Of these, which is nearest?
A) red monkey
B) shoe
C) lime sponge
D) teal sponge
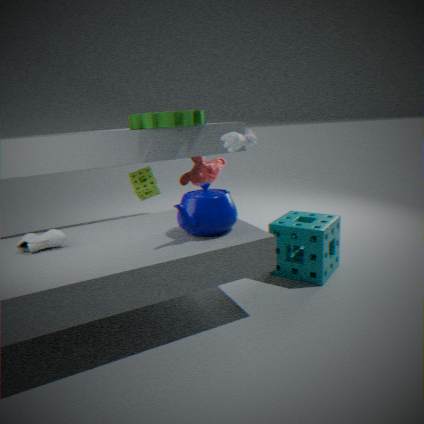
shoe
